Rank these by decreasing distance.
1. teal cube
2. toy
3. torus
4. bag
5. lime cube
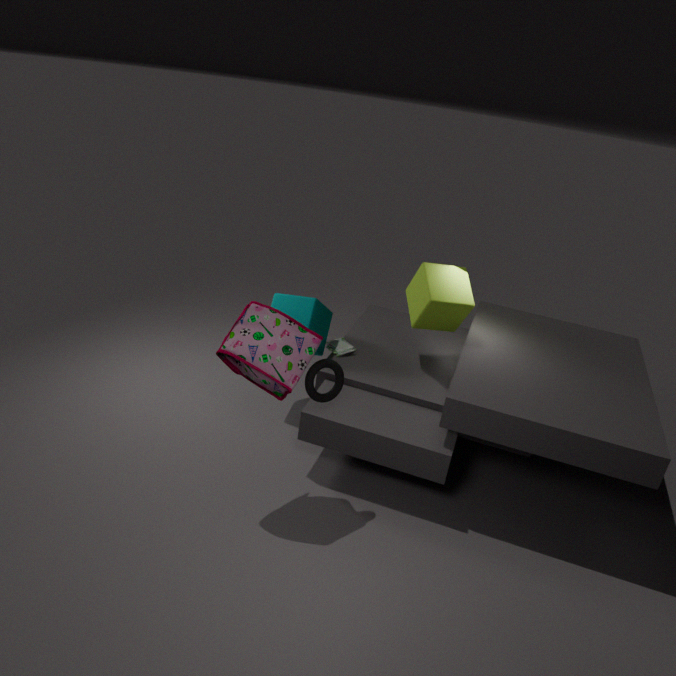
toy
teal cube
lime cube
torus
bag
